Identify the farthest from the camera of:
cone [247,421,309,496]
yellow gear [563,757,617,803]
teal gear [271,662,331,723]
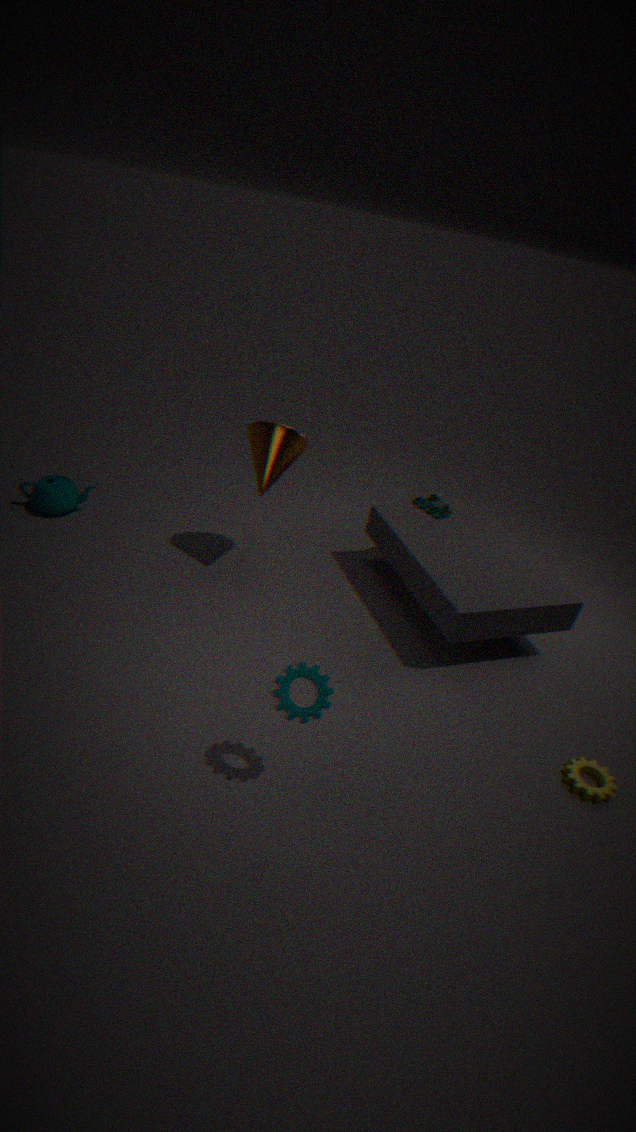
cone [247,421,309,496]
